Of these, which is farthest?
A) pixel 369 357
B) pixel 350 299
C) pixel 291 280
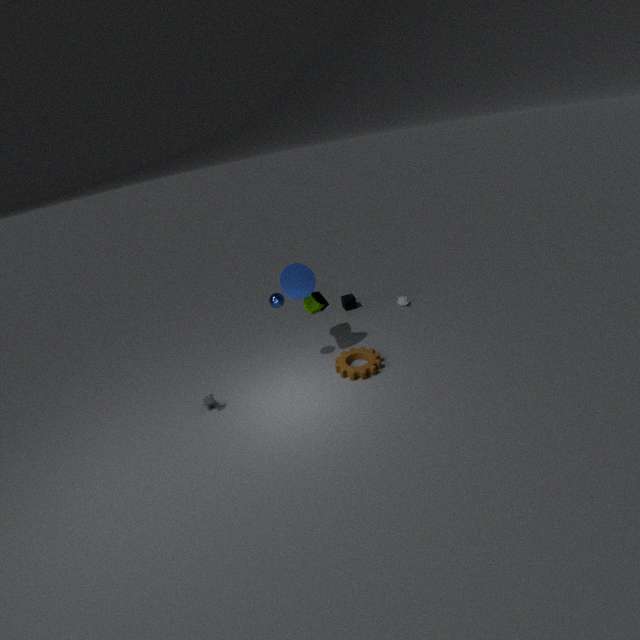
pixel 350 299
